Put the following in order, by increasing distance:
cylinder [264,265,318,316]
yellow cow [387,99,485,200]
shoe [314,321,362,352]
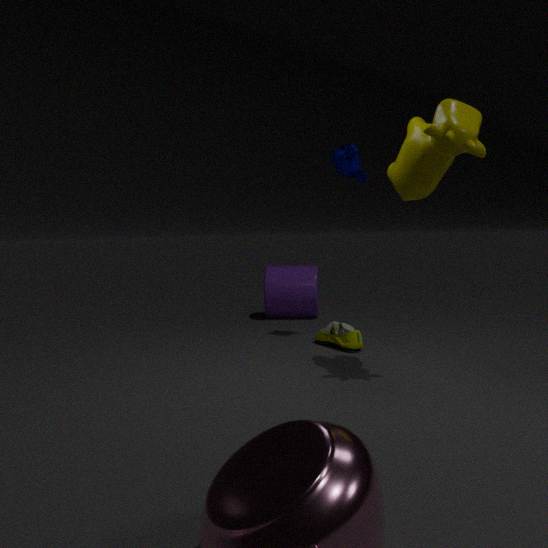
1. yellow cow [387,99,485,200]
2. shoe [314,321,362,352]
3. cylinder [264,265,318,316]
